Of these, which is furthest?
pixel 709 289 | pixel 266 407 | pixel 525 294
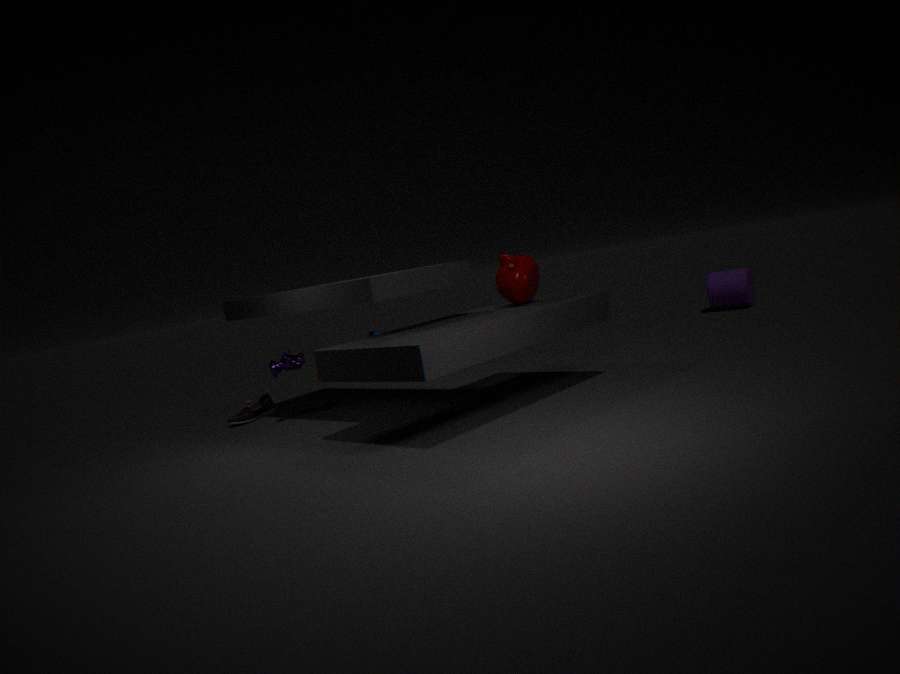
pixel 709 289
